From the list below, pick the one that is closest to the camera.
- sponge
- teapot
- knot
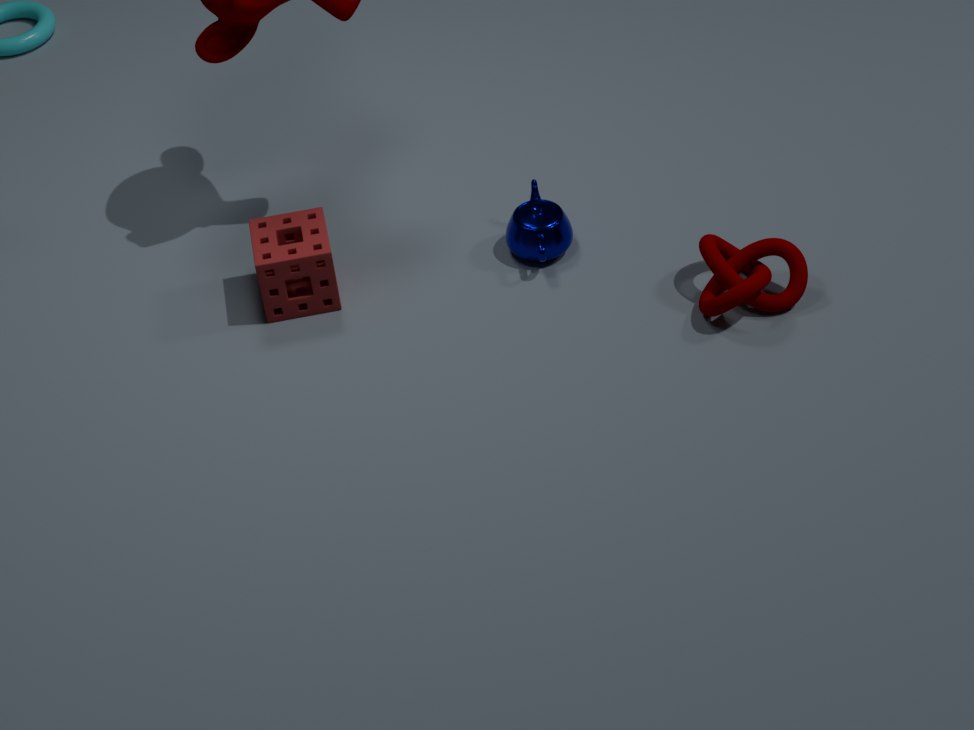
knot
